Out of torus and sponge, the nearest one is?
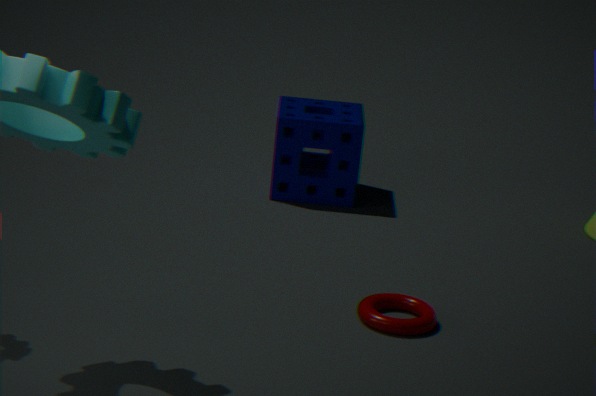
torus
